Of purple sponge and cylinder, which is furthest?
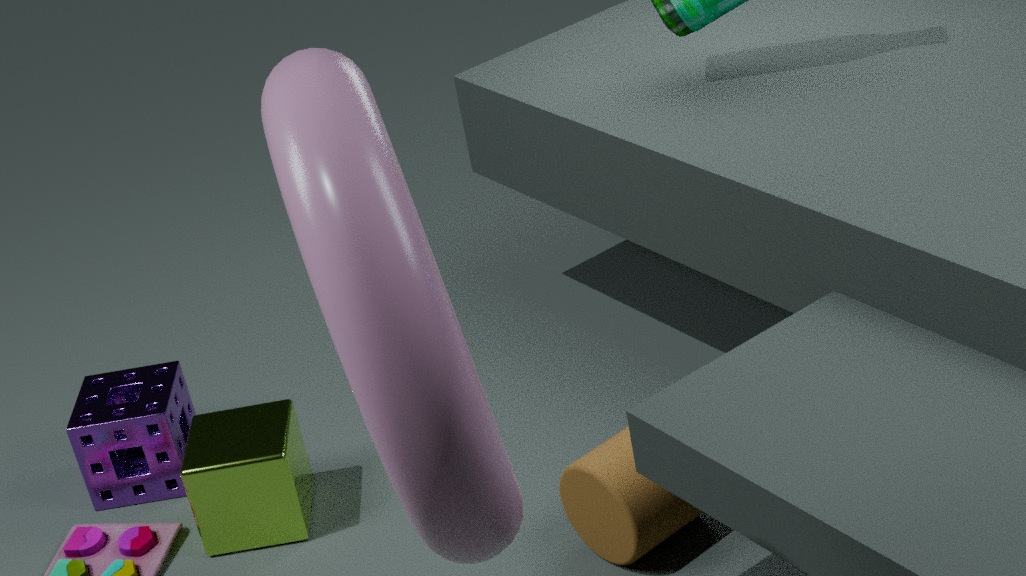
purple sponge
